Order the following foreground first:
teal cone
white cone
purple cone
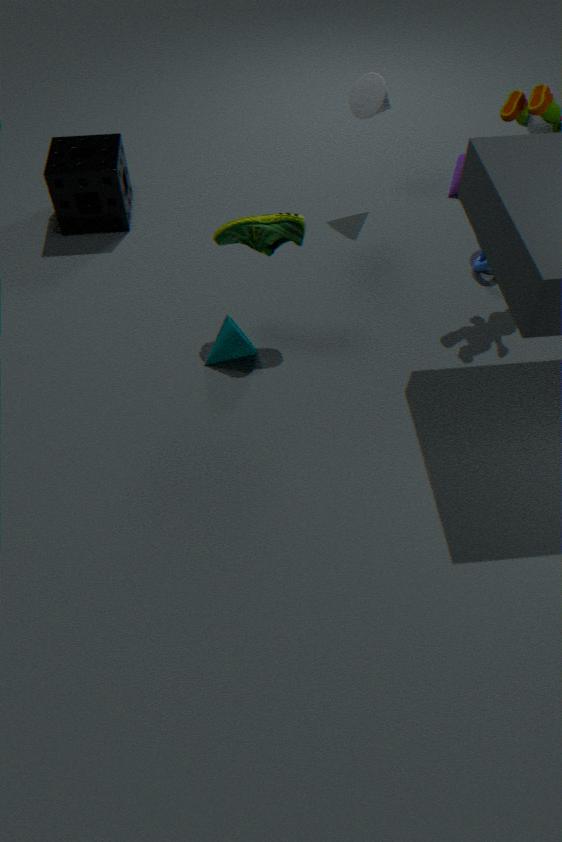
teal cone
white cone
purple cone
